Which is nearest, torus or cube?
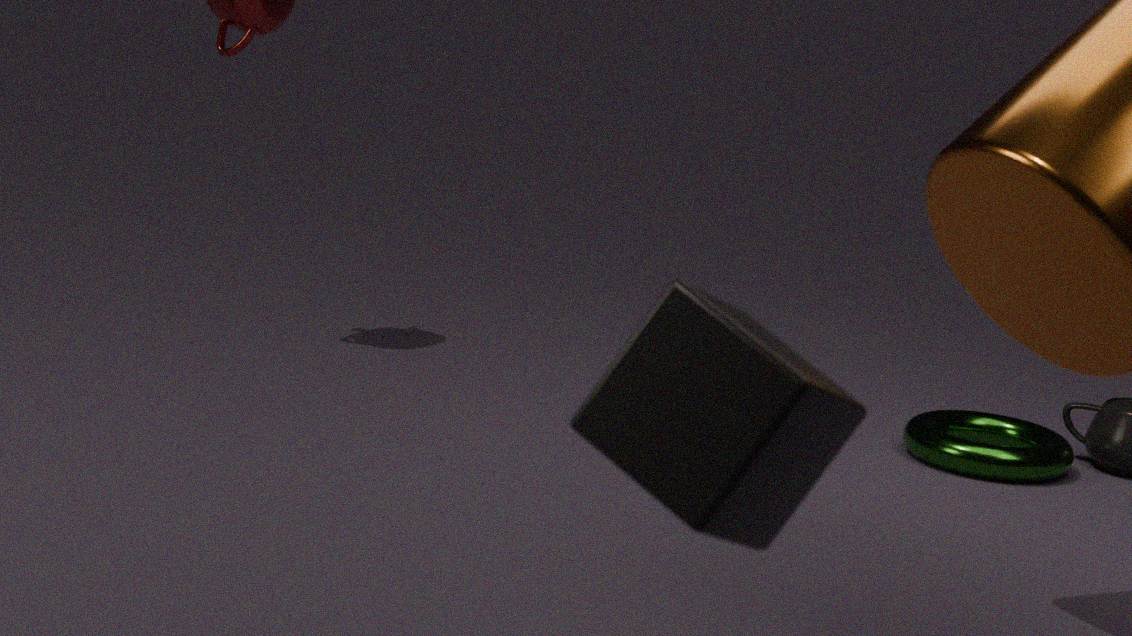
cube
